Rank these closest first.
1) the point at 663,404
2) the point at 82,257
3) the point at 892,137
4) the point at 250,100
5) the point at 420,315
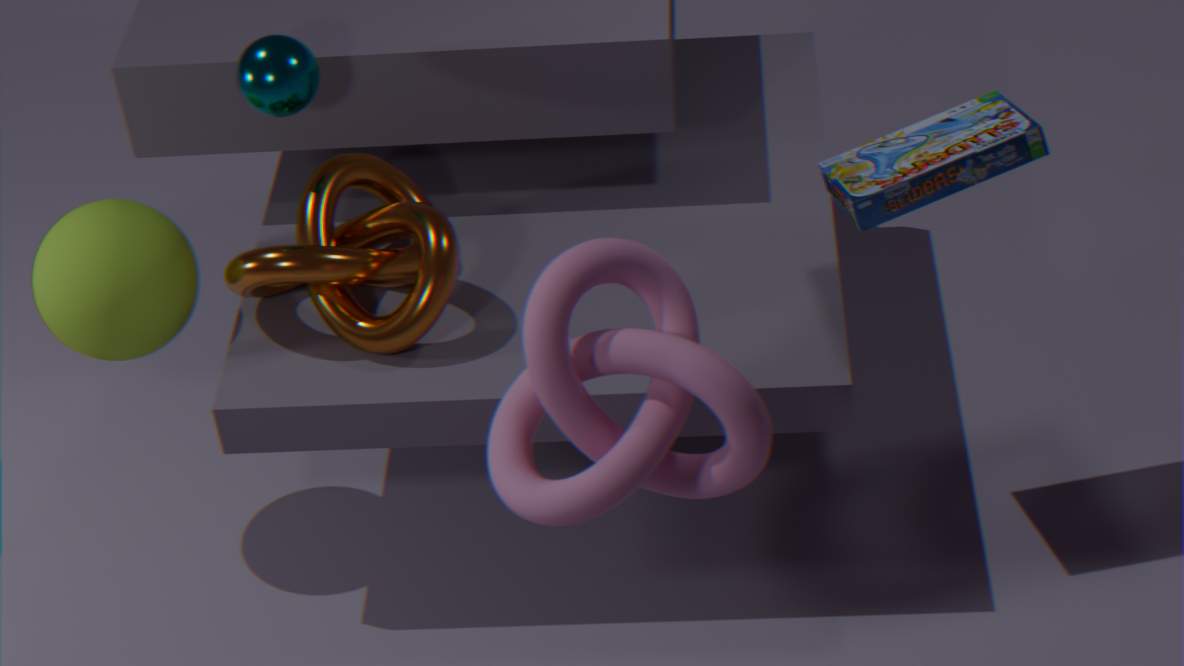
1. the point at 663,404, 5. the point at 420,315, 2. the point at 82,257, 3. the point at 892,137, 4. the point at 250,100
